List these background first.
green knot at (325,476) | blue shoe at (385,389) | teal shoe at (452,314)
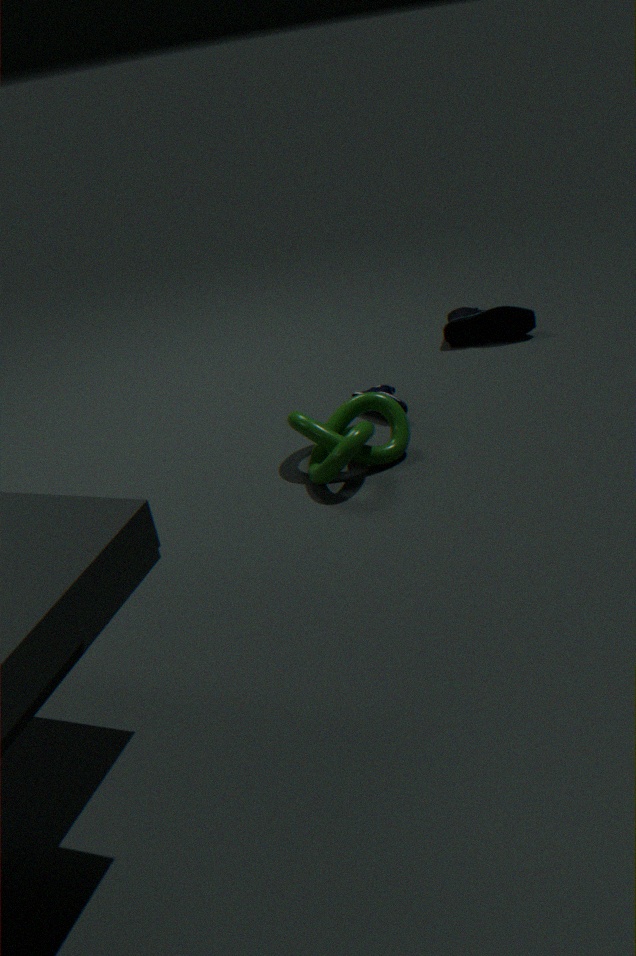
teal shoe at (452,314) → blue shoe at (385,389) → green knot at (325,476)
